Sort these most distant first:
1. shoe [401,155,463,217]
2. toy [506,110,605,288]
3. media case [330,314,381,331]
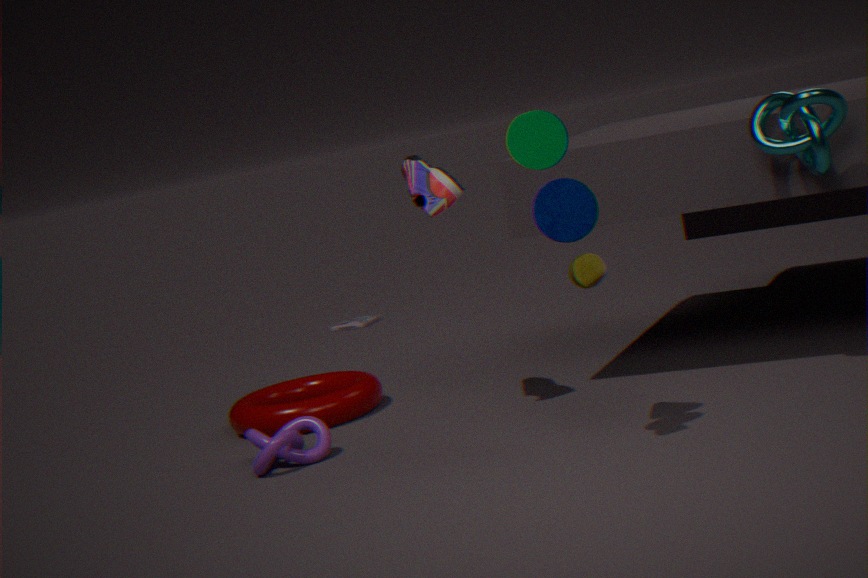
1. media case [330,314,381,331]
2. shoe [401,155,463,217]
3. toy [506,110,605,288]
